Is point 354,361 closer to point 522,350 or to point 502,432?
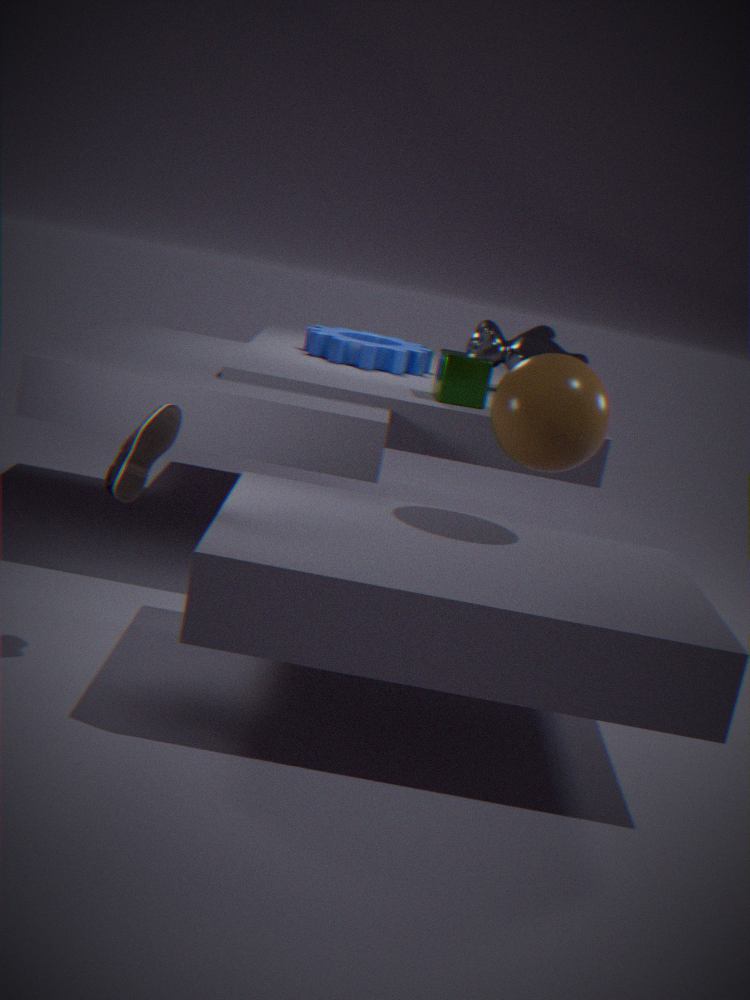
point 522,350
